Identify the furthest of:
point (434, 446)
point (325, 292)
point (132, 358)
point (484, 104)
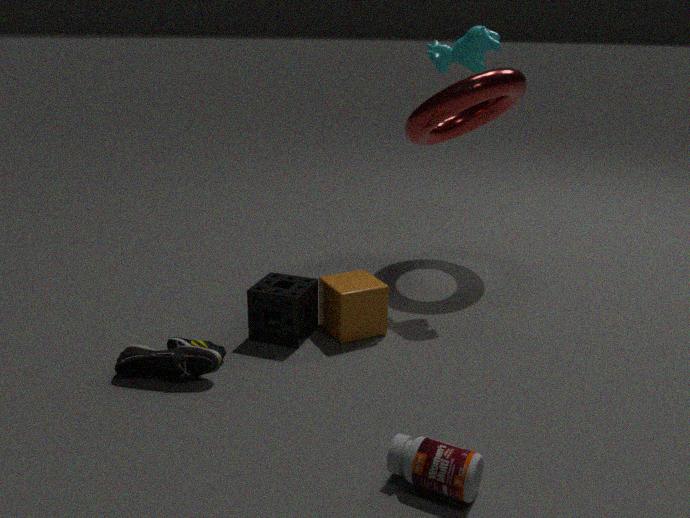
point (484, 104)
